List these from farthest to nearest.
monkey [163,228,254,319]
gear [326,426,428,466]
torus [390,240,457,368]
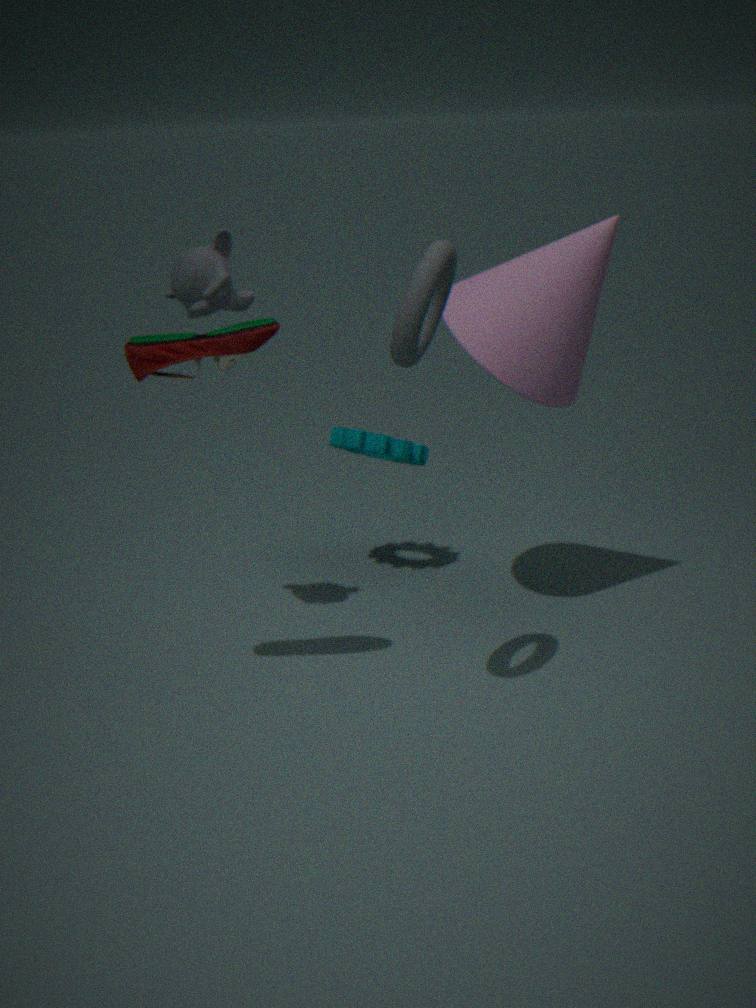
gear [326,426,428,466]
monkey [163,228,254,319]
torus [390,240,457,368]
